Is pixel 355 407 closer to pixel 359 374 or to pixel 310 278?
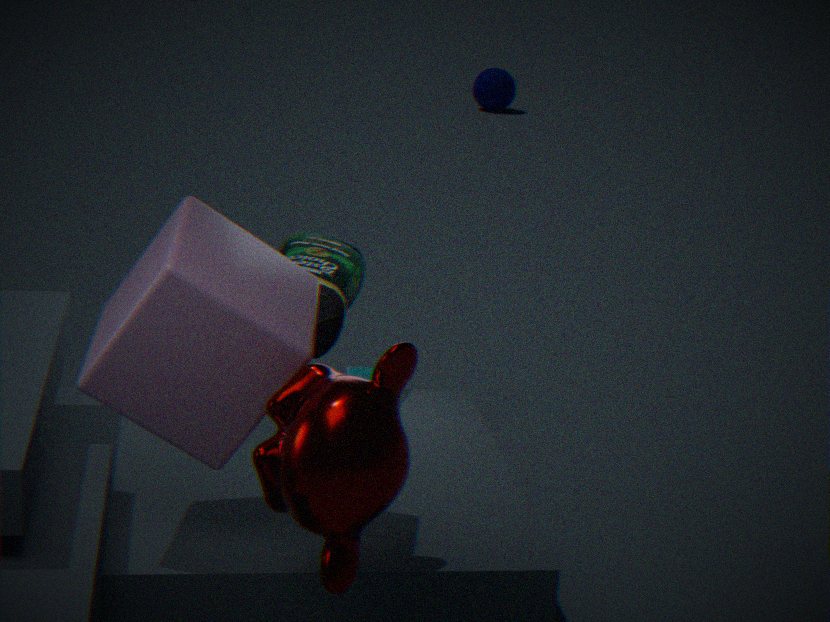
pixel 310 278
